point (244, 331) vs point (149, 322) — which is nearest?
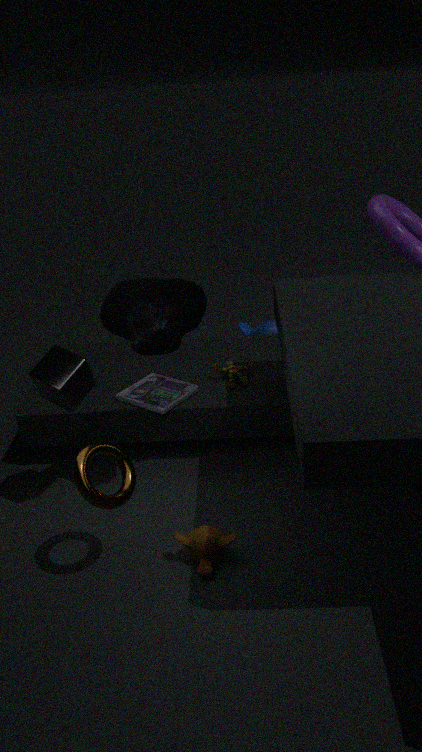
point (149, 322)
